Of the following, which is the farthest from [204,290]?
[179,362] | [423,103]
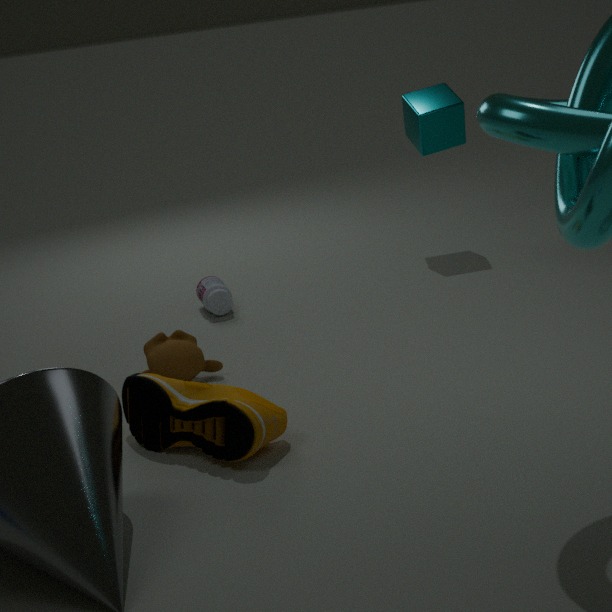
[423,103]
